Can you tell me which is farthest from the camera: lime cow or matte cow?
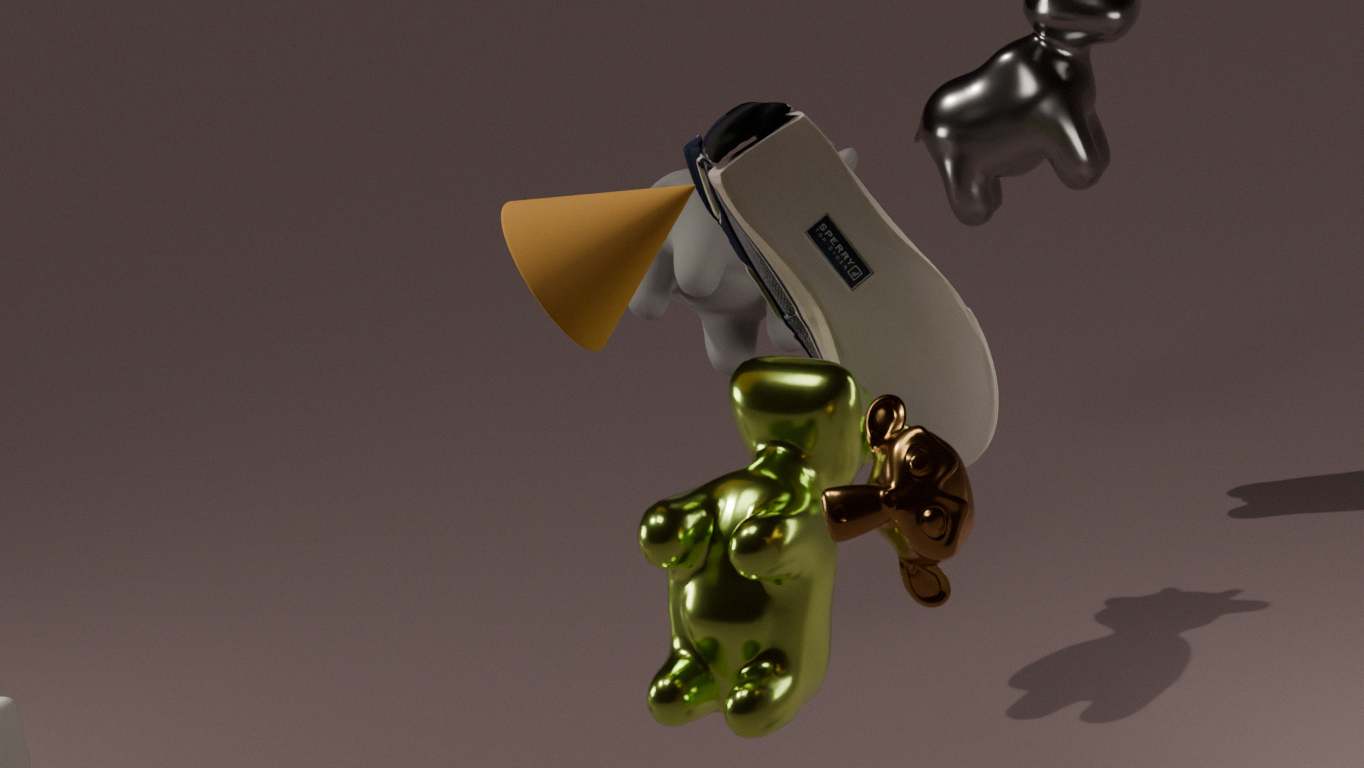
matte cow
